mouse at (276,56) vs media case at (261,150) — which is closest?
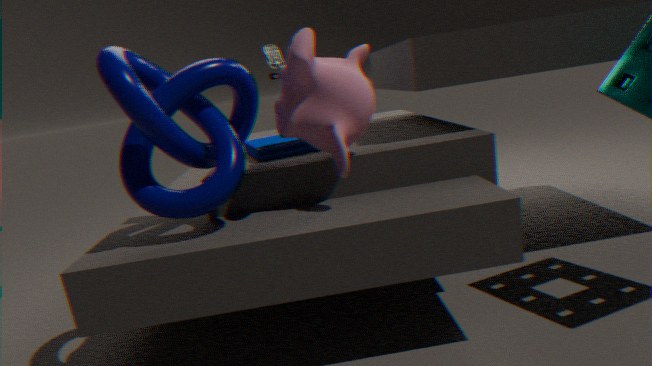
media case at (261,150)
